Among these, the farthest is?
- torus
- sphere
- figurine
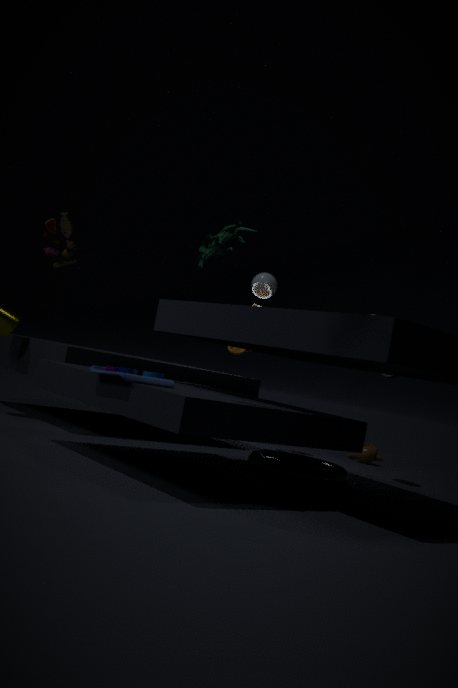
sphere
